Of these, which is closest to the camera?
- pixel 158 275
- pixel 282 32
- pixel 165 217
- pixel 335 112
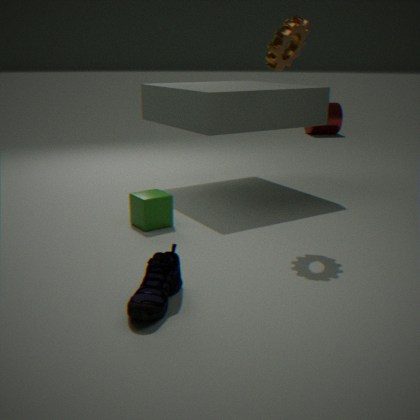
pixel 158 275
